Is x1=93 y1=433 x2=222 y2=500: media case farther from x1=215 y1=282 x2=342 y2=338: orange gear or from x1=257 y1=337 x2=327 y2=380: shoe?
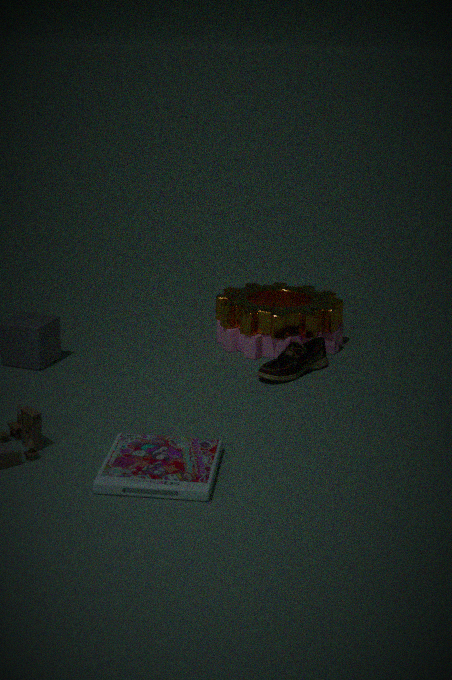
x1=215 y1=282 x2=342 y2=338: orange gear
